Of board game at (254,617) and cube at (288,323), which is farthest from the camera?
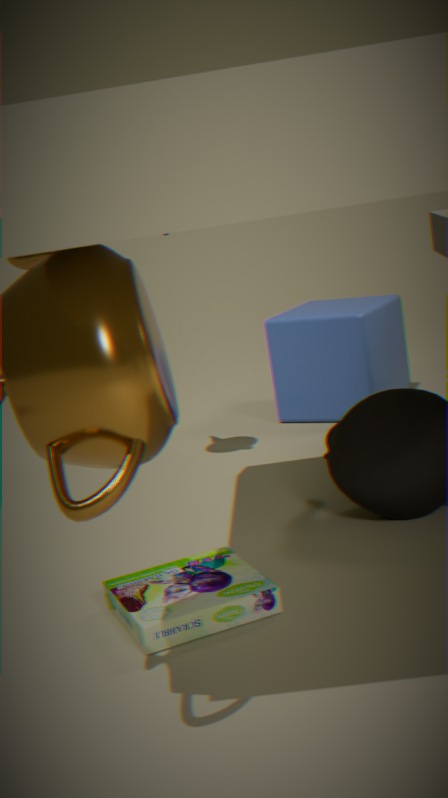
cube at (288,323)
